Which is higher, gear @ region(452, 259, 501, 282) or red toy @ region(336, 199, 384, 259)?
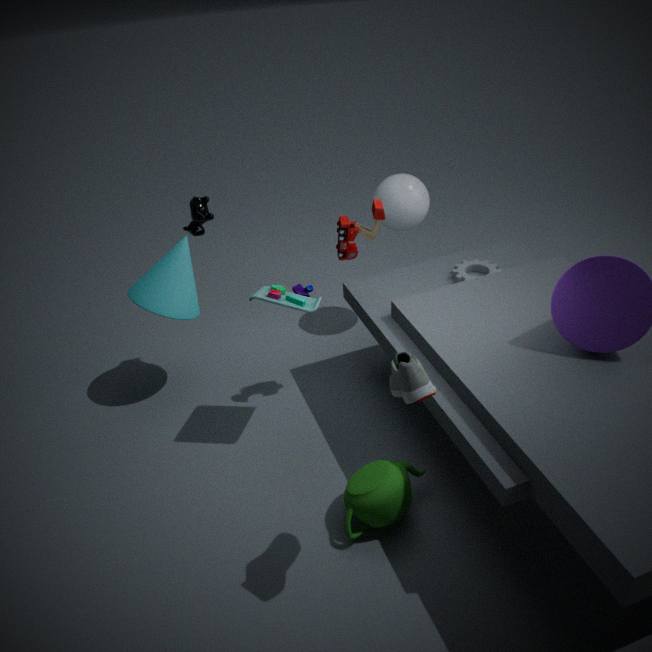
red toy @ region(336, 199, 384, 259)
